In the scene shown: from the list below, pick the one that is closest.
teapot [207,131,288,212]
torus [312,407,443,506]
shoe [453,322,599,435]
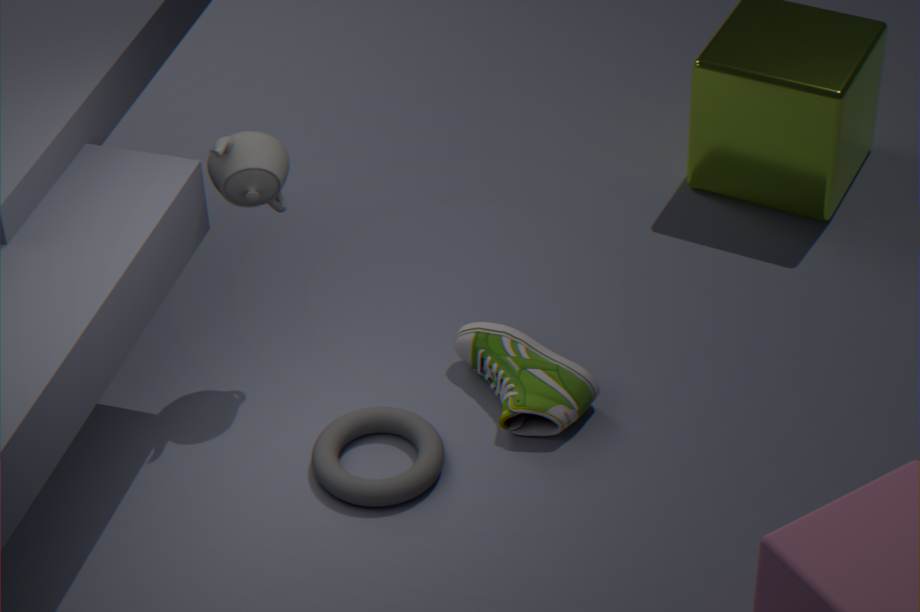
torus [312,407,443,506]
